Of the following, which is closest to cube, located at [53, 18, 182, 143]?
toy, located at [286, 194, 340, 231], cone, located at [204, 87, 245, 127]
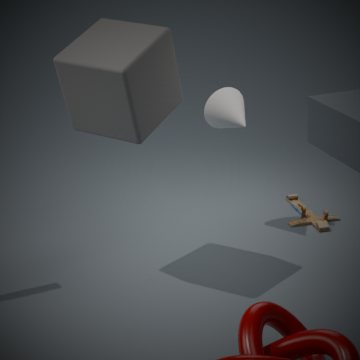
cone, located at [204, 87, 245, 127]
